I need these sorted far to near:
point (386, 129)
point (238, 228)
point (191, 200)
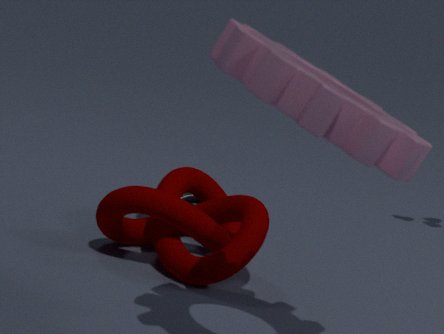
point (191, 200) < point (238, 228) < point (386, 129)
